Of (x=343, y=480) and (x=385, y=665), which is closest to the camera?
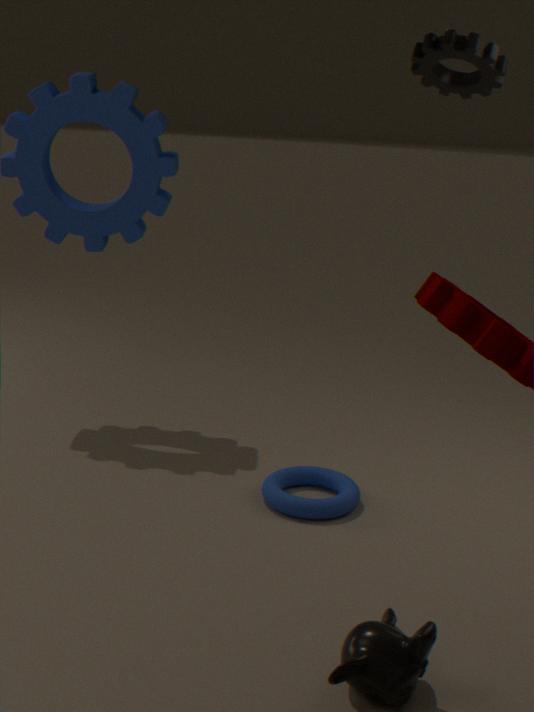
(x=385, y=665)
